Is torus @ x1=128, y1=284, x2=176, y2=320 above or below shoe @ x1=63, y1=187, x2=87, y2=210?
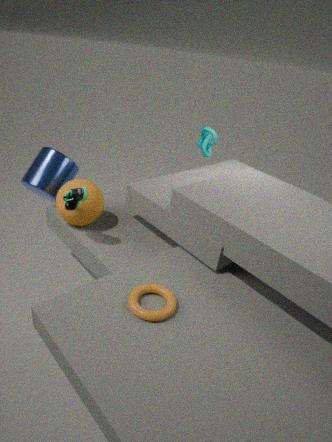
below
